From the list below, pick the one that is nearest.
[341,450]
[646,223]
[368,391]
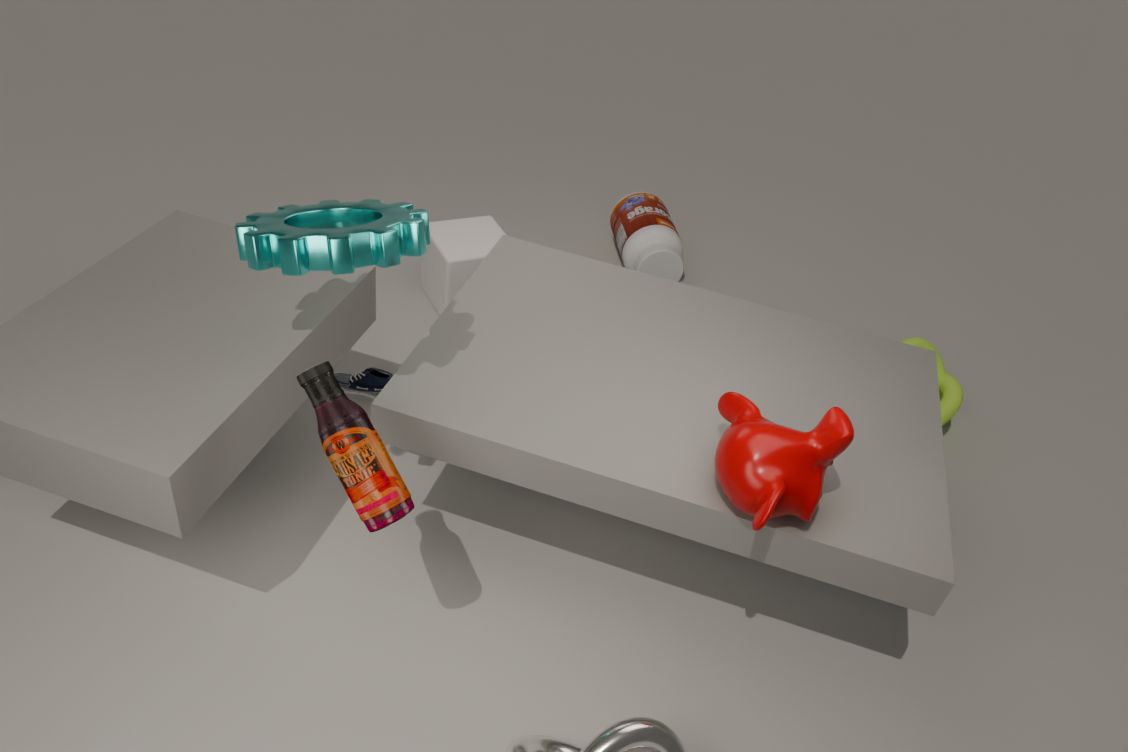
[341,450]
